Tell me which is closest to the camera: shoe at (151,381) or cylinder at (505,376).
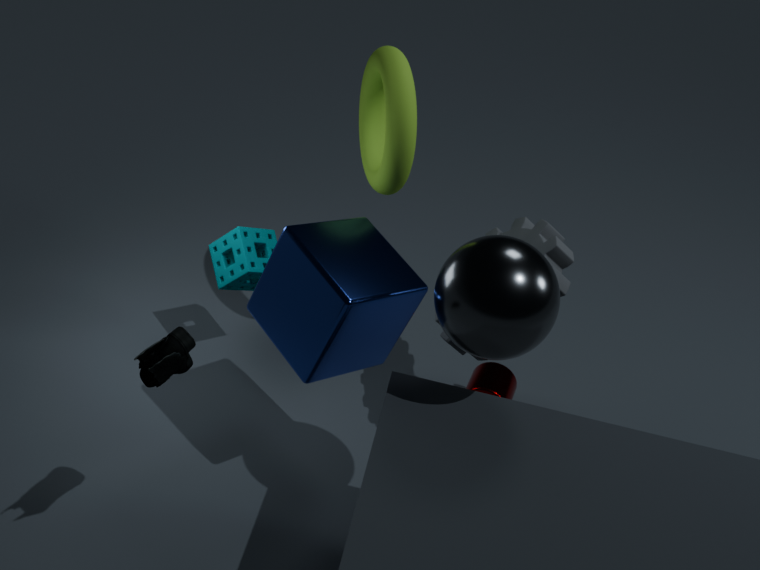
shoe at (151,381)
